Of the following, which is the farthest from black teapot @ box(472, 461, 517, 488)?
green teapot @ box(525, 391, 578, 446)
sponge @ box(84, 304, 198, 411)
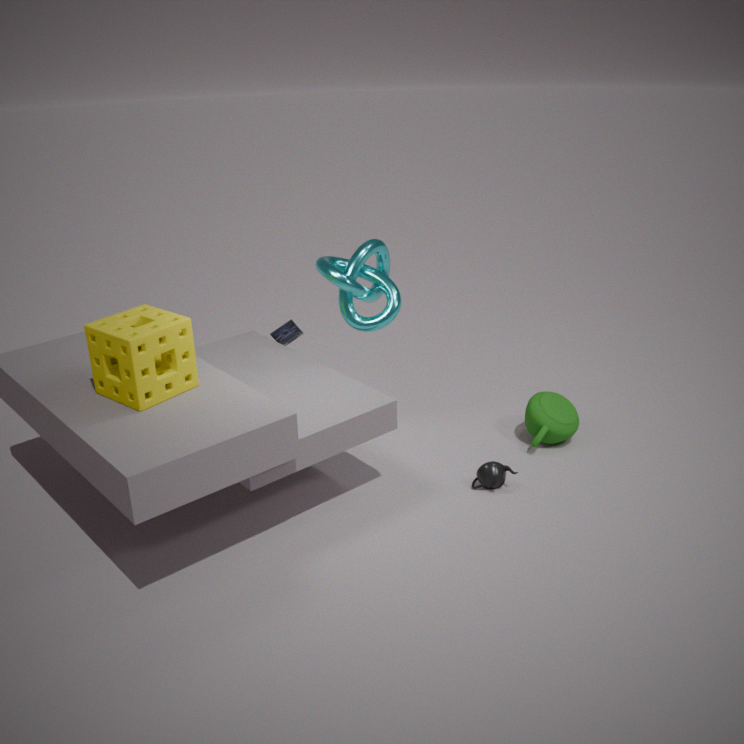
sponge @ box(84, 304, 198, 411)
